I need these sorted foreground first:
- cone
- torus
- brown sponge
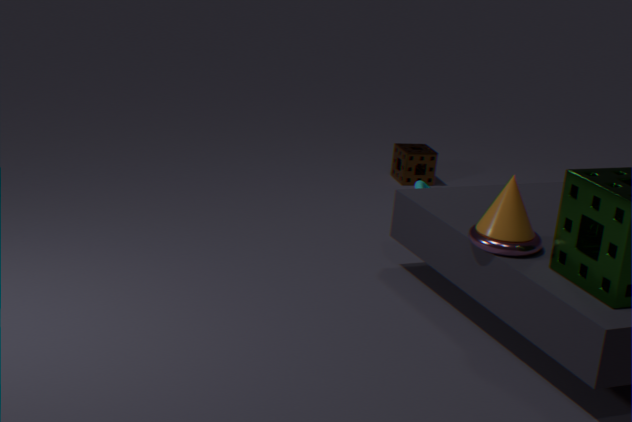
torus, cone, brown sponge
